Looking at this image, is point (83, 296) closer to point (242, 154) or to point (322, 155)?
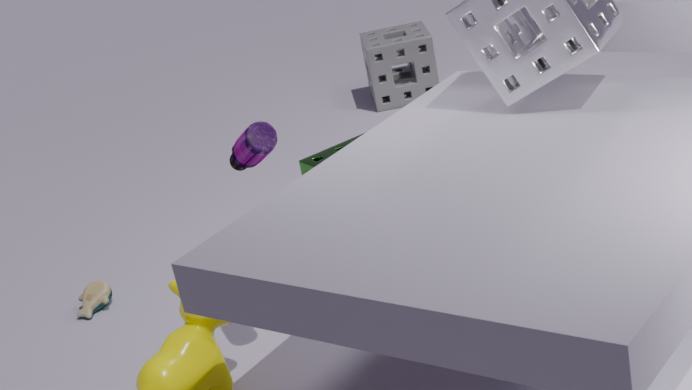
point (322, 155)
